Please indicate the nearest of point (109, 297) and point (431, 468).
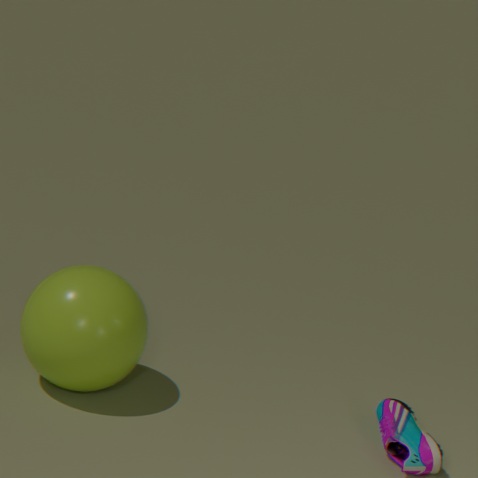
point (431, 468)
